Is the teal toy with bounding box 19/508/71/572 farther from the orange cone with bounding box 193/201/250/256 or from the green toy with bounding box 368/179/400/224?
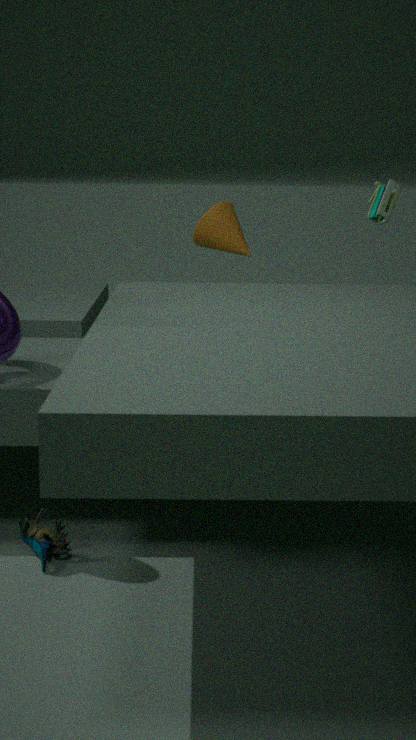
the green toy with bounding box 368/179/400/224
